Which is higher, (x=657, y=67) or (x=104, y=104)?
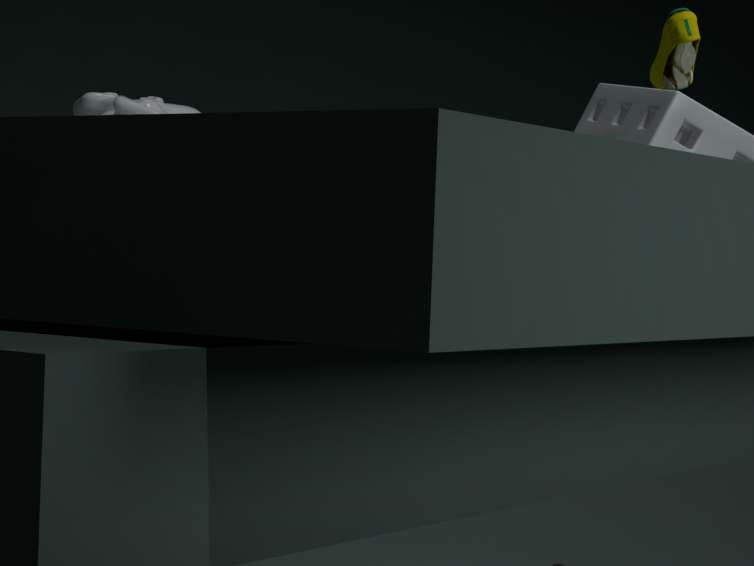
(x=657, y=67)
